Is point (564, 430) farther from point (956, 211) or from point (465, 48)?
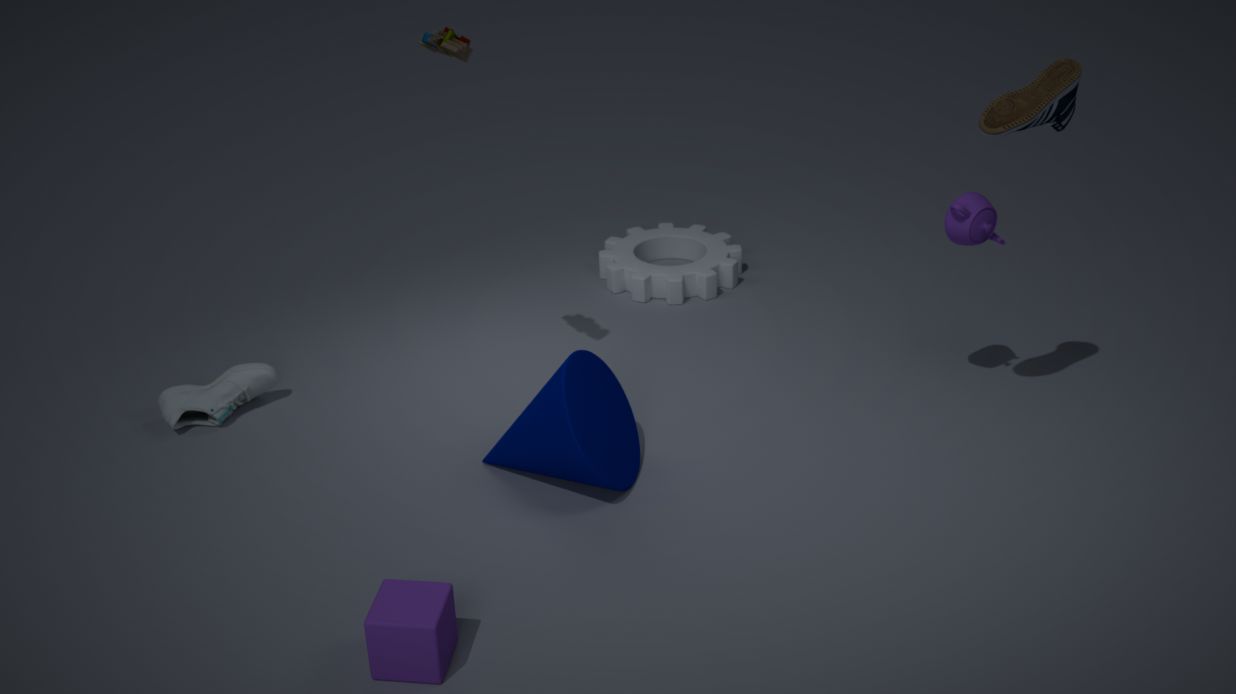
point (956, 211)
